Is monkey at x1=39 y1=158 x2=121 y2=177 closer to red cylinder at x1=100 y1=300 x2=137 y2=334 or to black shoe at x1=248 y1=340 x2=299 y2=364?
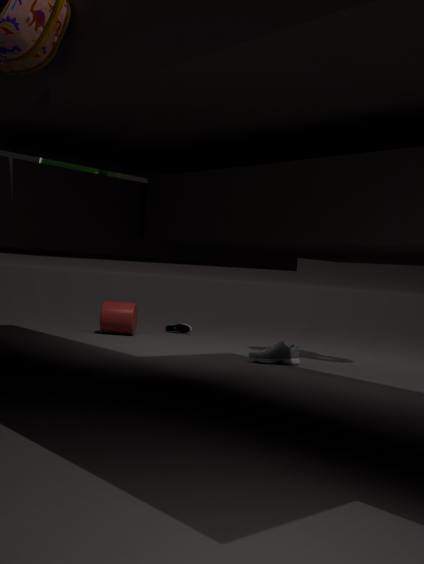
black shoe at x1=248 y1=340 x2=299 y2=364
